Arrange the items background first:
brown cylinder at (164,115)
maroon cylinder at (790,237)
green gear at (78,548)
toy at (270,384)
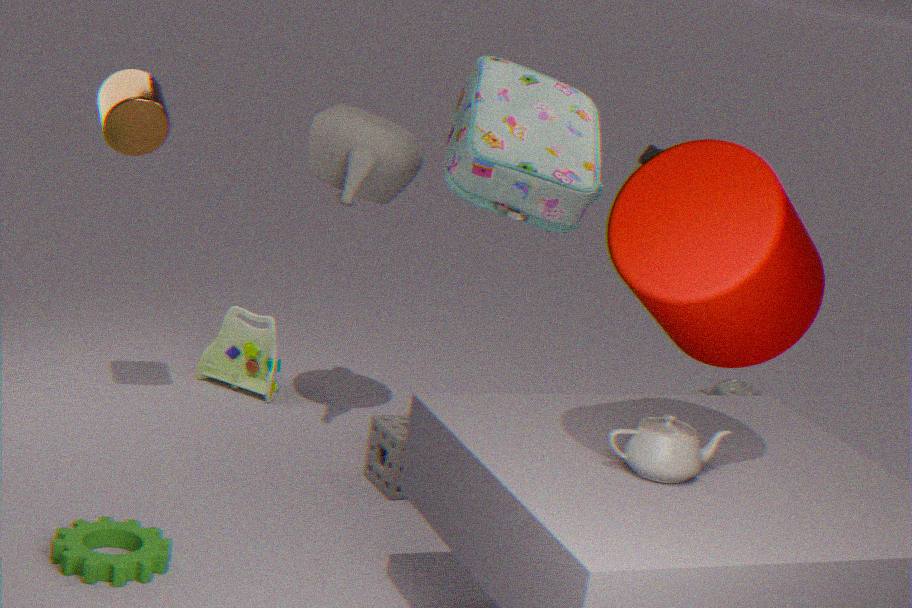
toy at (270,384) → brown cylinder at (164,115) → green gear at (78,548) → maroon cylinder at (790,237)
